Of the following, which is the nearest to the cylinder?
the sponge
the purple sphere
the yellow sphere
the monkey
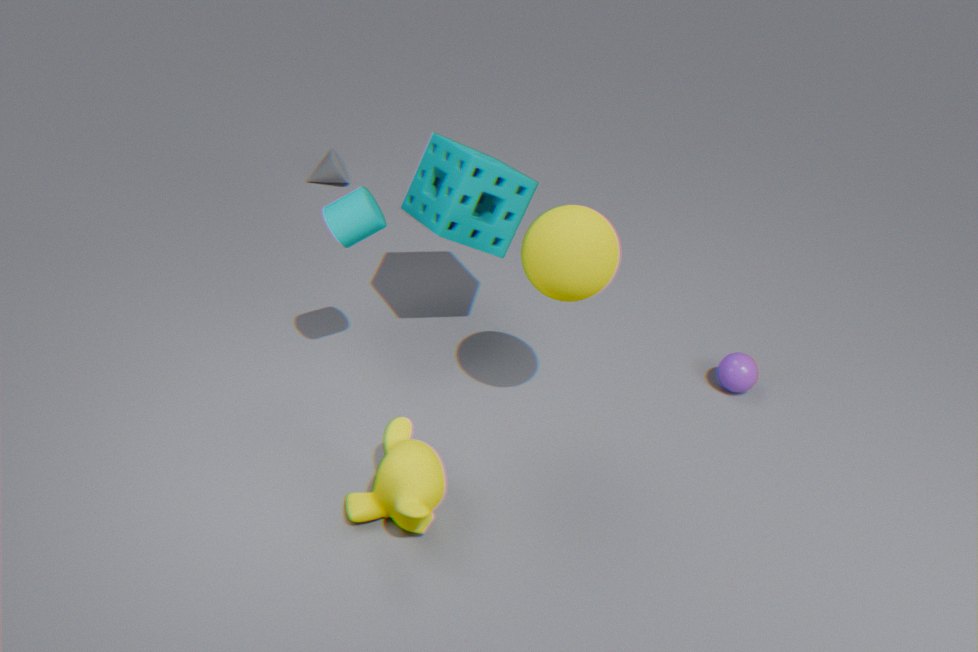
the sponge
